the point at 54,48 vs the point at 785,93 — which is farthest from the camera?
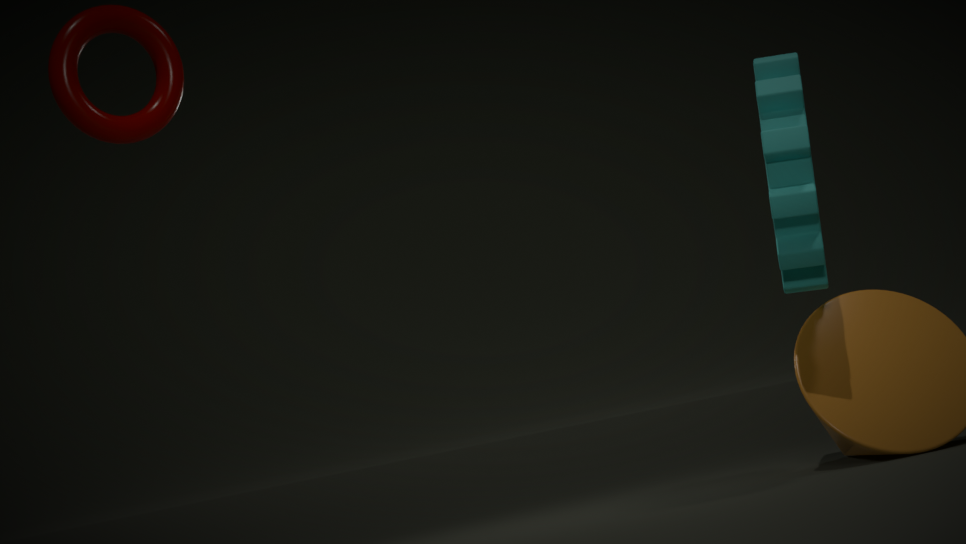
the point at 785,93
